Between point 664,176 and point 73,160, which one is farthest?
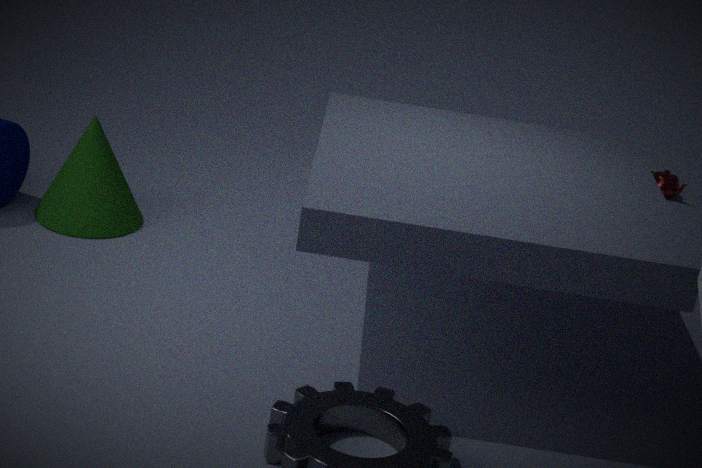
point 664,176
